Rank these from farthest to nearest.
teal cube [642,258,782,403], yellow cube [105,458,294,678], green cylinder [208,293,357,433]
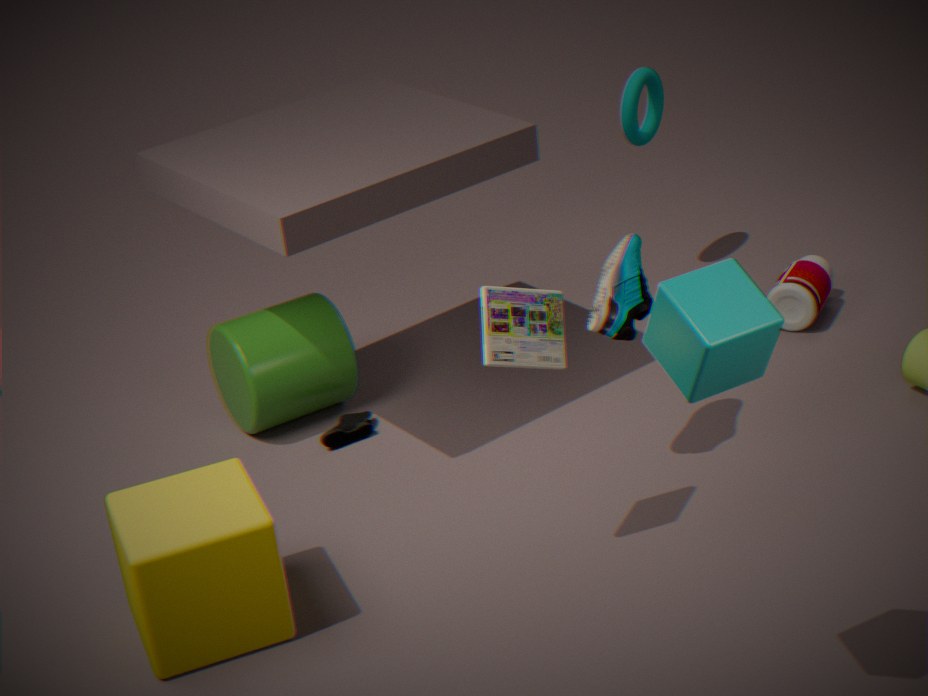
green cylinder [208,293,357,433]
yellow cube [105,458,294,678]
teal cube [642,258,782,403]
